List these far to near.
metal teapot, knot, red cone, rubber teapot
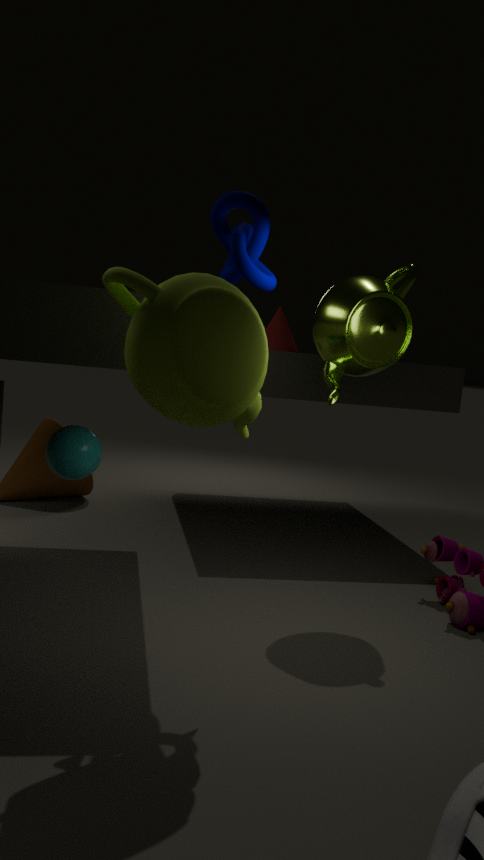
red cone < metal teapot < knot < rubber teapot
